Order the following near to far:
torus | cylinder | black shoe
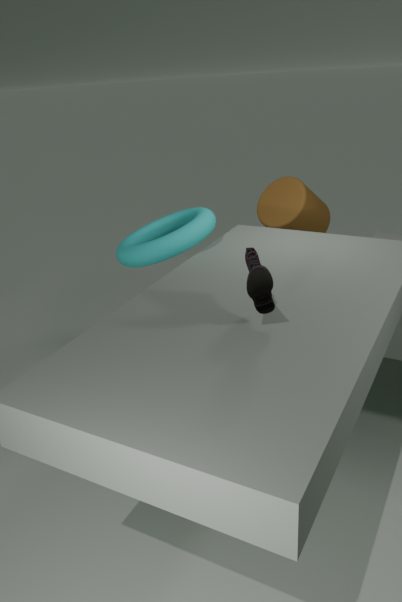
1. black shoe
2. torus
3. cylinder
